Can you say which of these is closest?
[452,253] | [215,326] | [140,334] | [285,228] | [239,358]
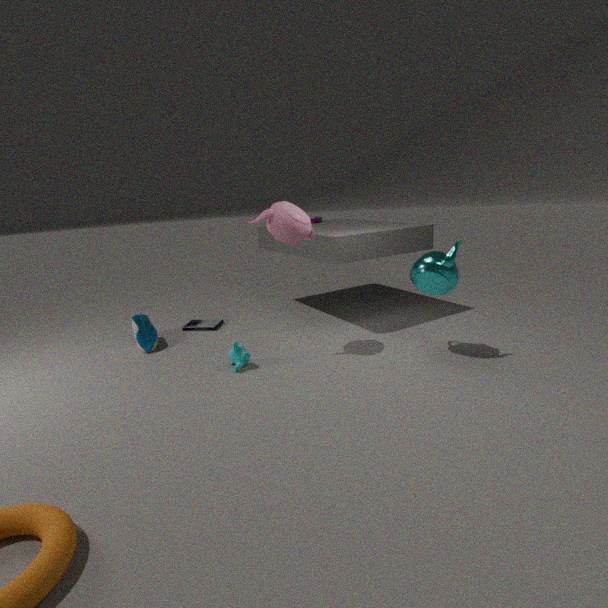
[452,253]
